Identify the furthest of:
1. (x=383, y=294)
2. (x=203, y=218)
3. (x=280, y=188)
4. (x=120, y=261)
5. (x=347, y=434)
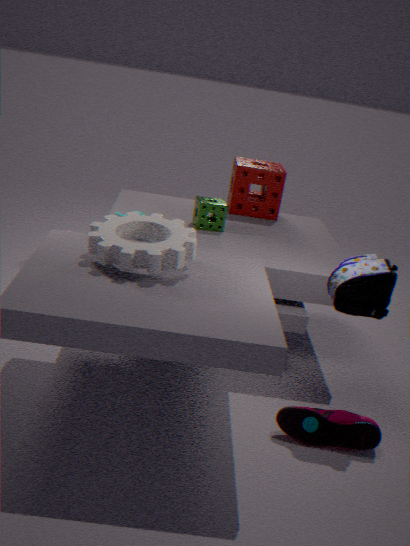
(x=280, y=188)
